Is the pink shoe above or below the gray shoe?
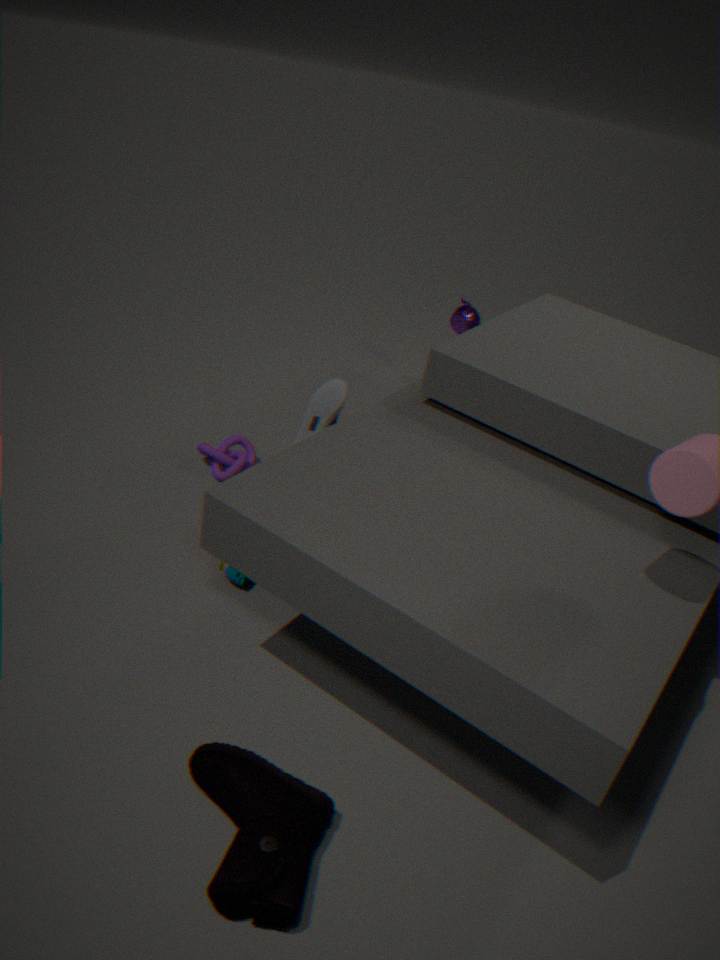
below
